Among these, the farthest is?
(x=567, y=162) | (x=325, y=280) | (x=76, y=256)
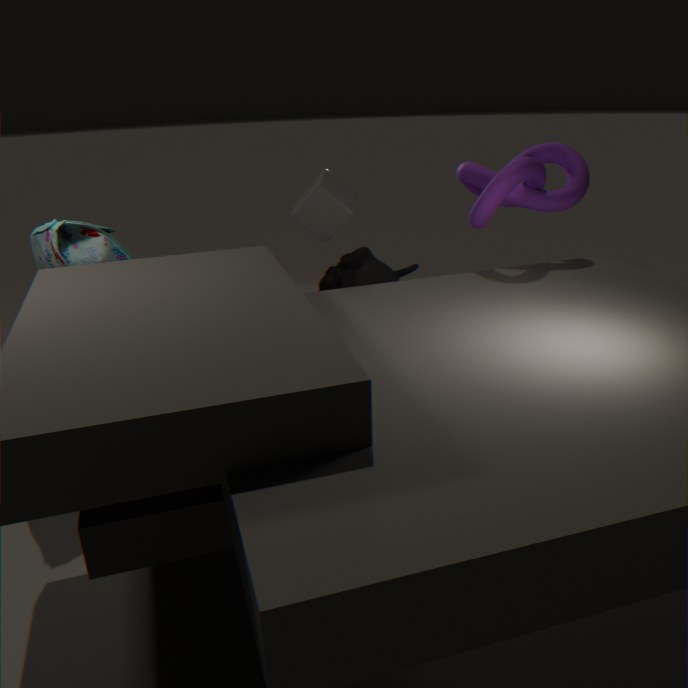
(x=567, y=162)
